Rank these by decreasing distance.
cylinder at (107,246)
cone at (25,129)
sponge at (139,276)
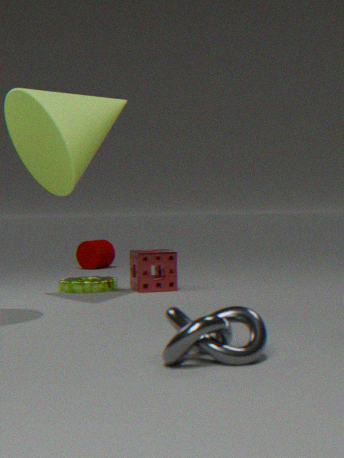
cylinder at (107,246)
sponge at (139,276)
cone at (25,129)
